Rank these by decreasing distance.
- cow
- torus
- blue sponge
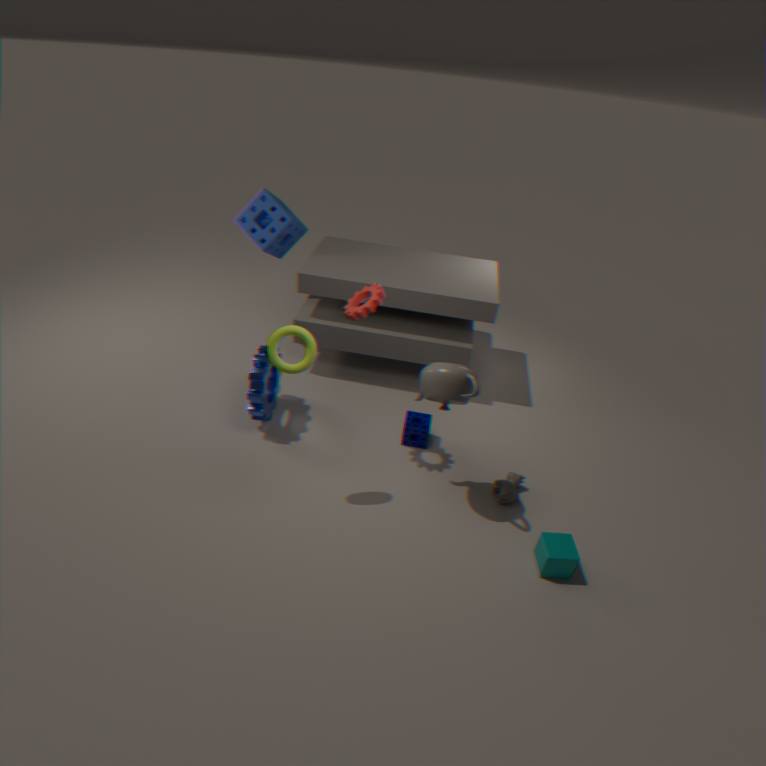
blue sponge → cow → torus
